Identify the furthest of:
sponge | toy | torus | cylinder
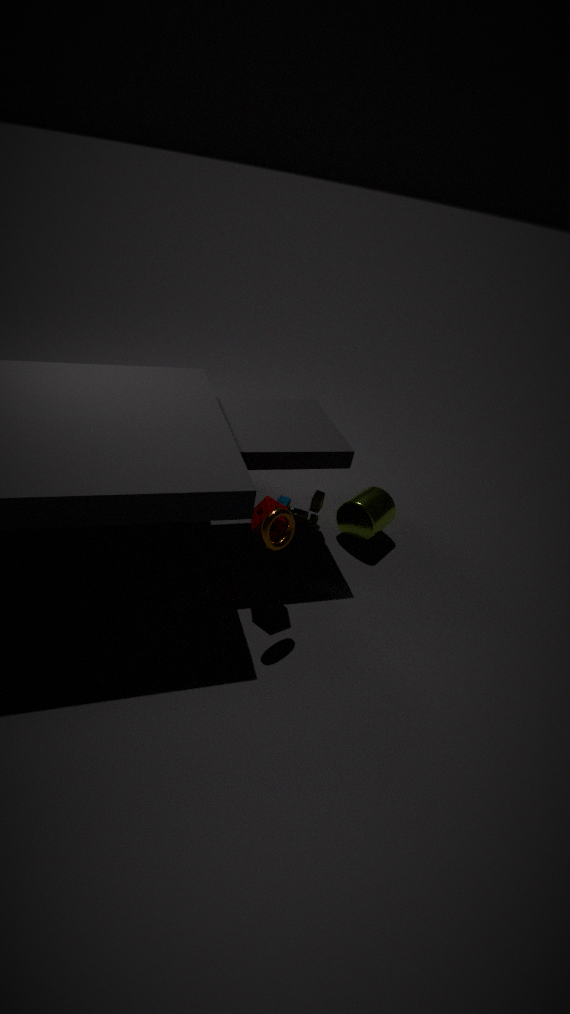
toy
